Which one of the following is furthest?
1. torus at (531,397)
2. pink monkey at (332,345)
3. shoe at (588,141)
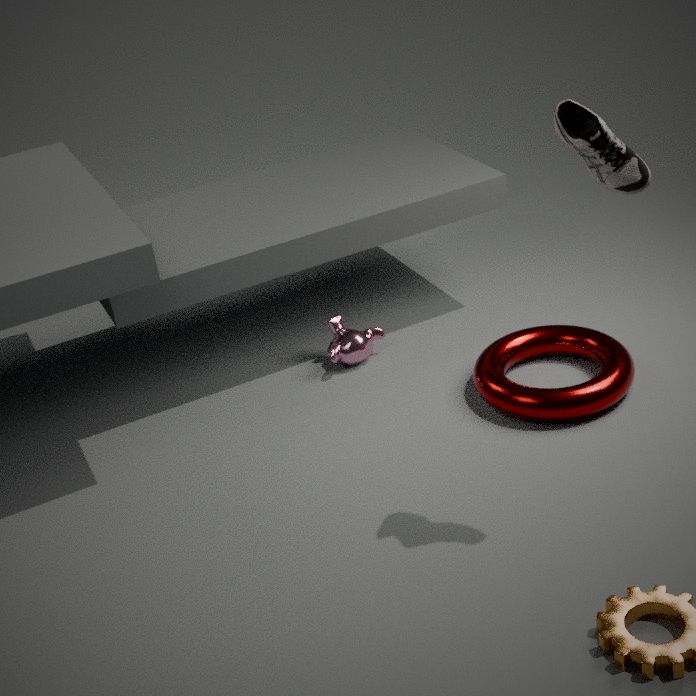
pink monkey at (332,345)
